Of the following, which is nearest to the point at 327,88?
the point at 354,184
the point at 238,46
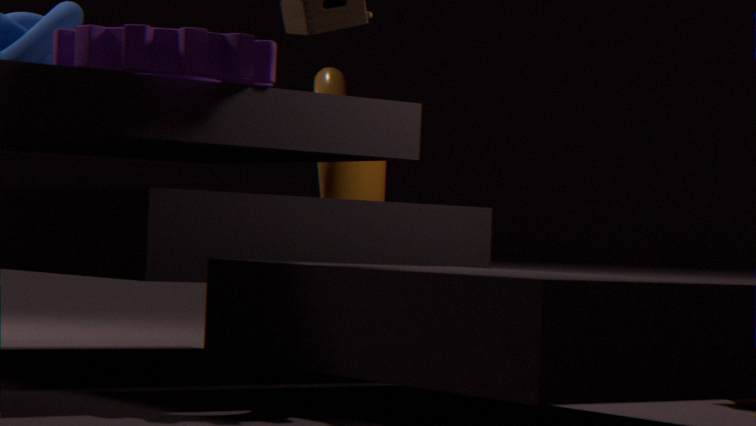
the point at 354,184
